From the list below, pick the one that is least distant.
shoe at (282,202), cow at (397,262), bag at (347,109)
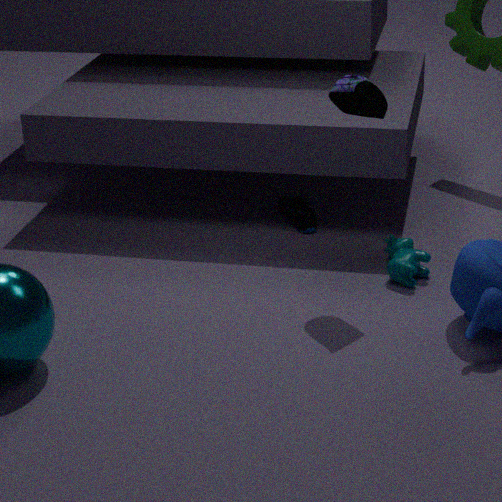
bag at (347,109)
